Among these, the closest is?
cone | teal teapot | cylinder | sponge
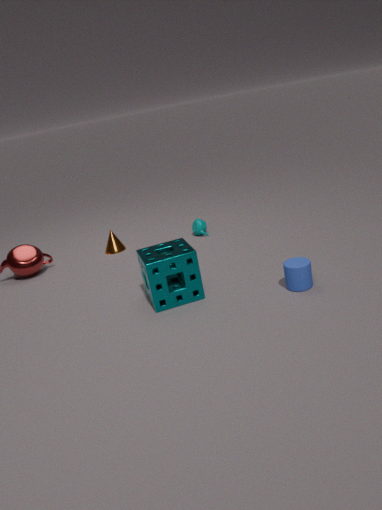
cylinder
